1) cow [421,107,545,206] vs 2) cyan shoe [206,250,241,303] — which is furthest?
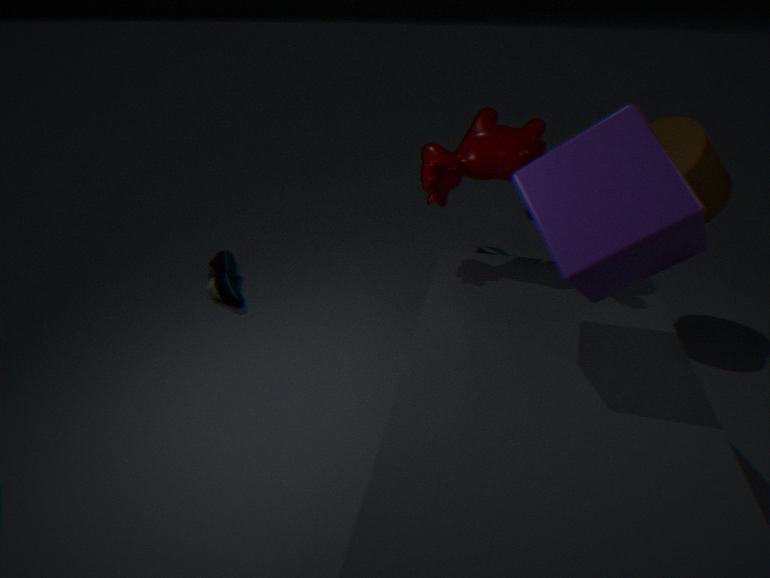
2. cyan shoe [206,250,241,303]
